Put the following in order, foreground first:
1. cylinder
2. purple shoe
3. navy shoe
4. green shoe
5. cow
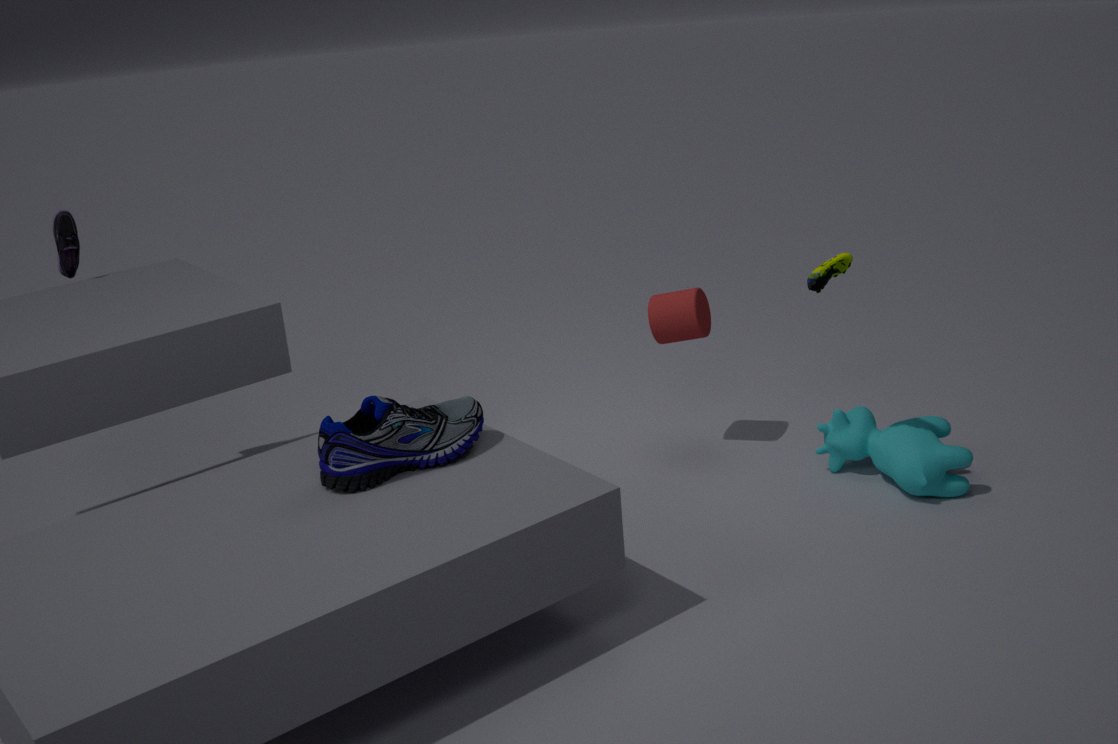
navy shoe → green shoe → cow → cylinder → purple shoe
